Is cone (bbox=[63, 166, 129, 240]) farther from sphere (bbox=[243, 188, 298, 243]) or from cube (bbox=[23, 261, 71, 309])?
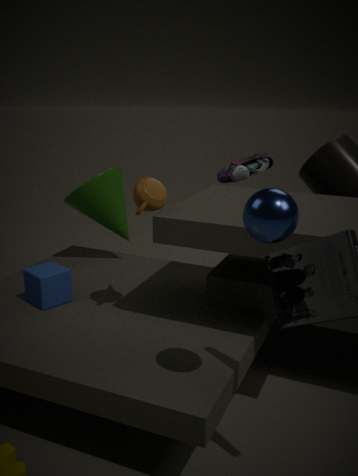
sphere (bbox=[243, 188, 298, 243])
